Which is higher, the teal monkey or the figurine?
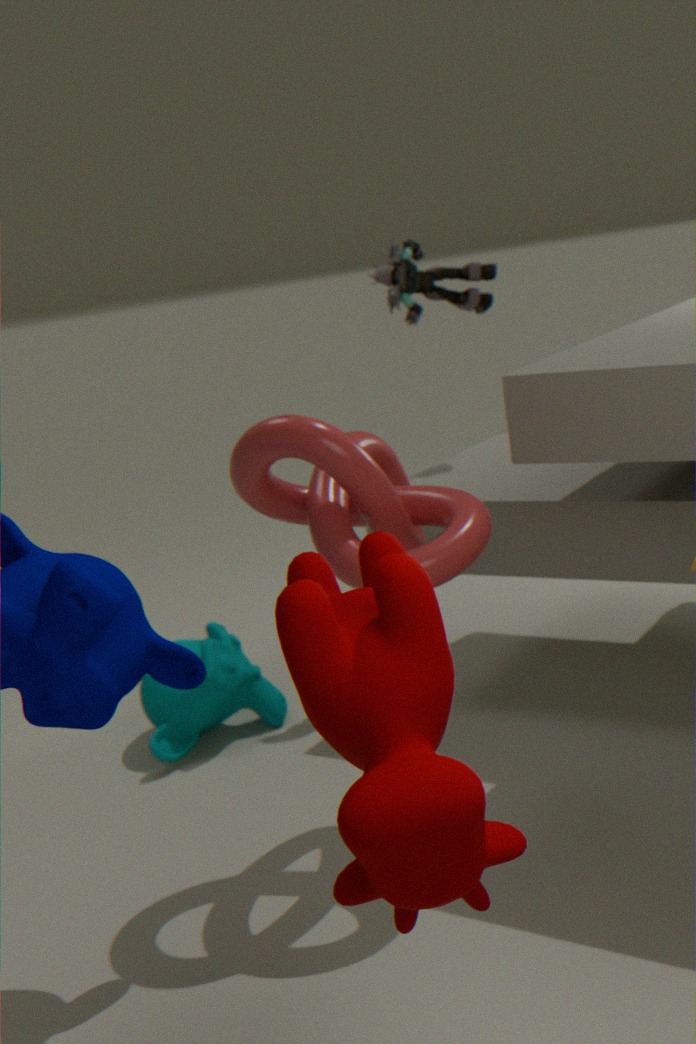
the figurine
